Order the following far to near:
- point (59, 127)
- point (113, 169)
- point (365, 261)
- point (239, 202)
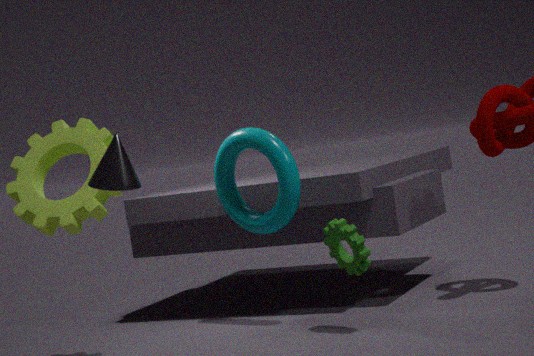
point (239, 202)
point (59, 127)
point (365, 261)
point (113, 169)
